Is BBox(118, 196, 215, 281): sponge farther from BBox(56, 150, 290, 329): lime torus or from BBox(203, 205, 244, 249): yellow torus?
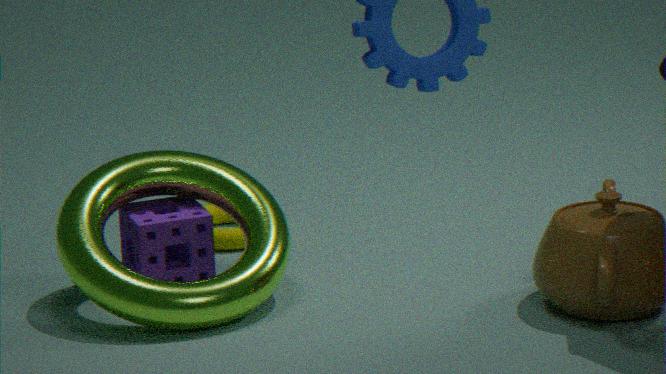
BBox(203, 205, 244, 249): yellow torus
